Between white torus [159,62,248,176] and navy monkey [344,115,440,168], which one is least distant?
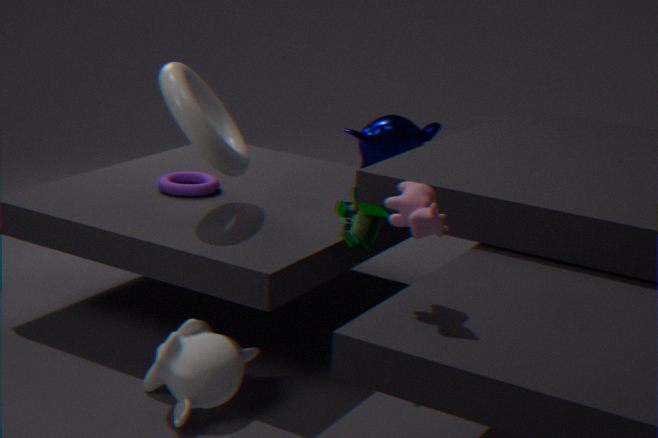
white torus [159,62,248,176]
